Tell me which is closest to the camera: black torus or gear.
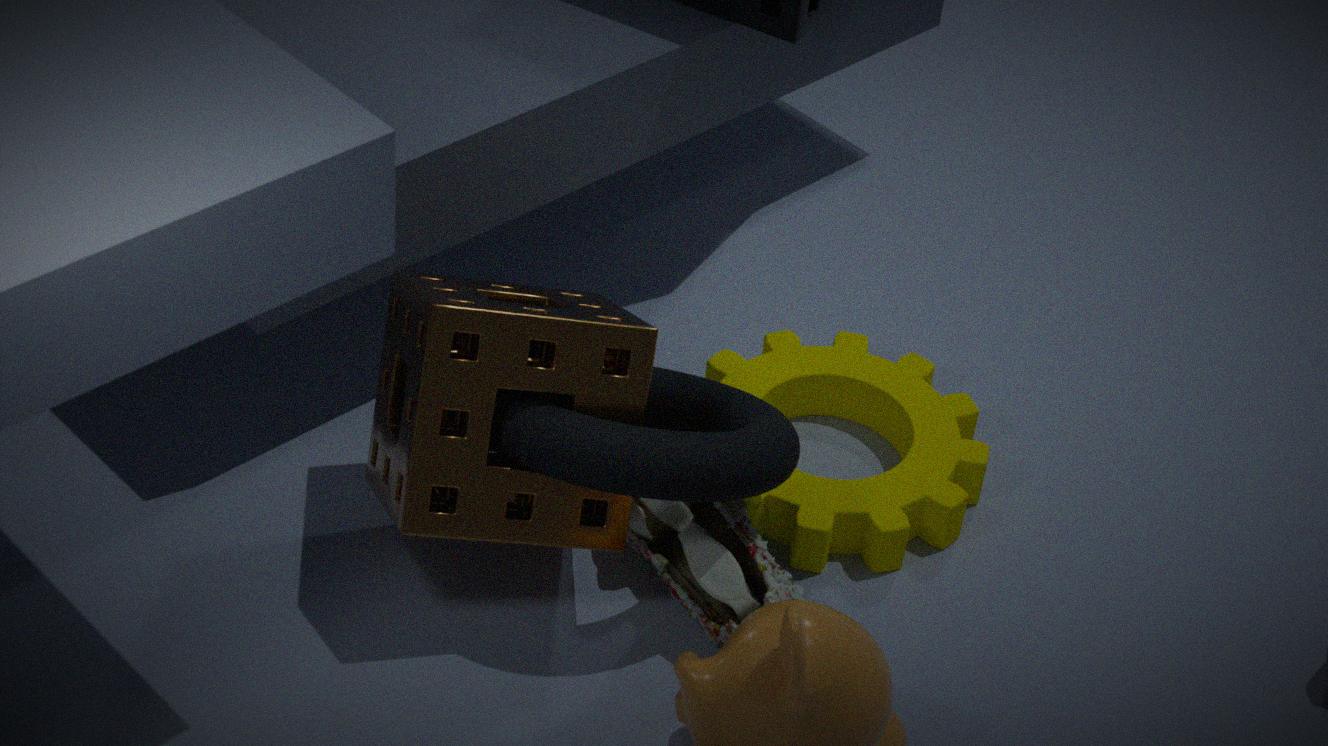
black torus
